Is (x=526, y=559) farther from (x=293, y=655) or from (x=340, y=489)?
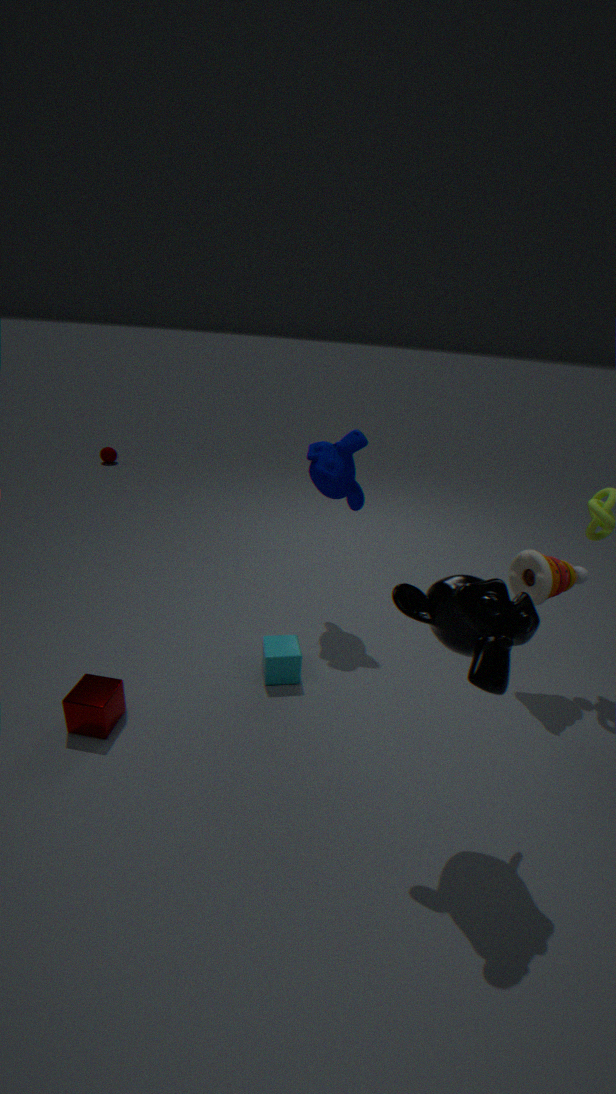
(x=293, y=655)
